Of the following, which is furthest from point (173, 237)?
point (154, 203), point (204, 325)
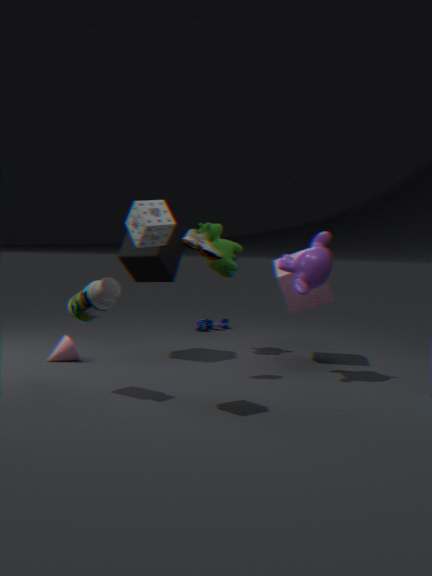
point (204, 325)
